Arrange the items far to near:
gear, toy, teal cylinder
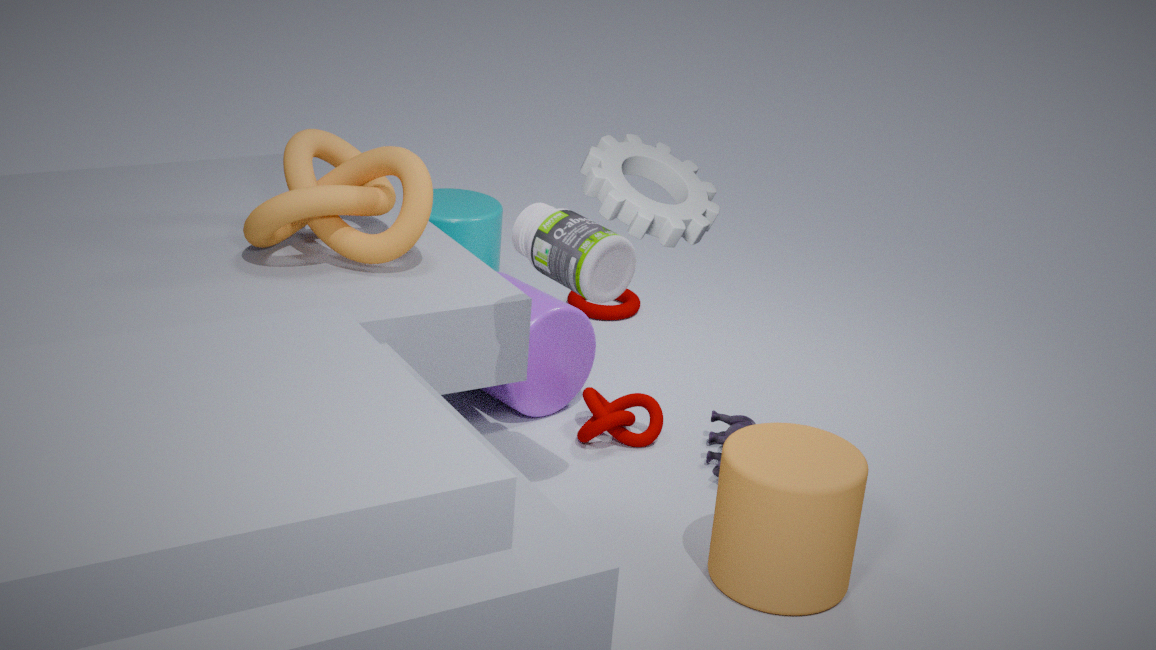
teal cylinder < toy < gear
